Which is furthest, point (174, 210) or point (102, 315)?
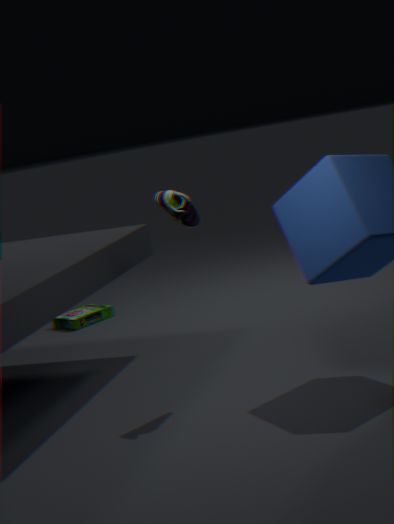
point (102, 315)
